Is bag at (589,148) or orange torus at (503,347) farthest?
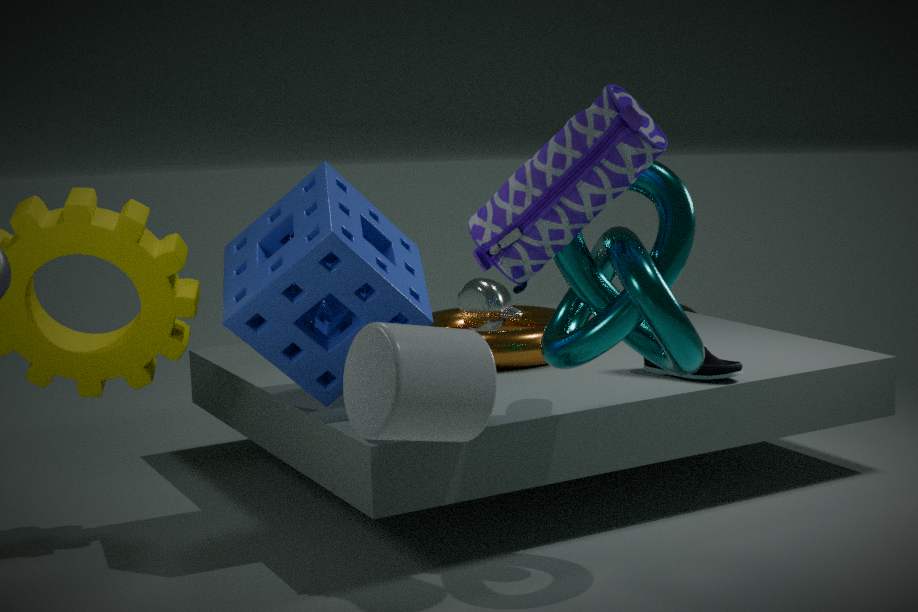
orange torus at (503,347)
